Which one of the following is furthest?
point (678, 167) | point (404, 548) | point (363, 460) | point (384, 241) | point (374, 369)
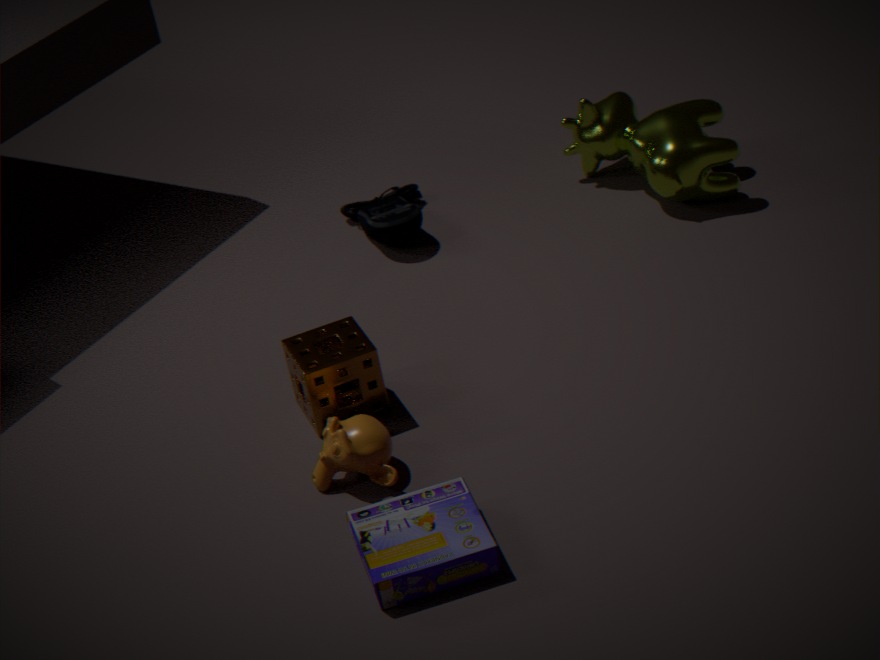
point (384, 241)
